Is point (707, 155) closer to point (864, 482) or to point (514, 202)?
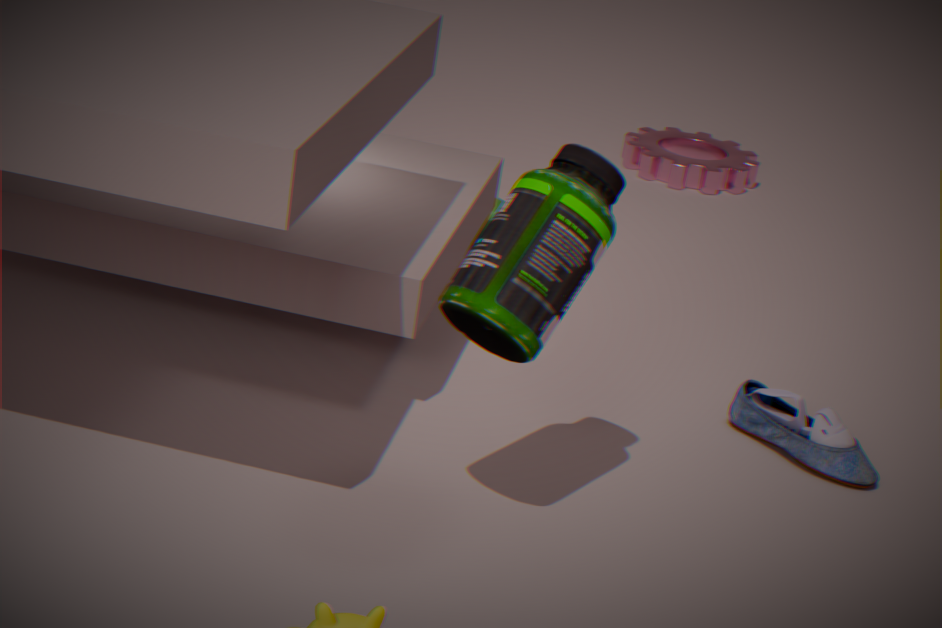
point (864, 482)
